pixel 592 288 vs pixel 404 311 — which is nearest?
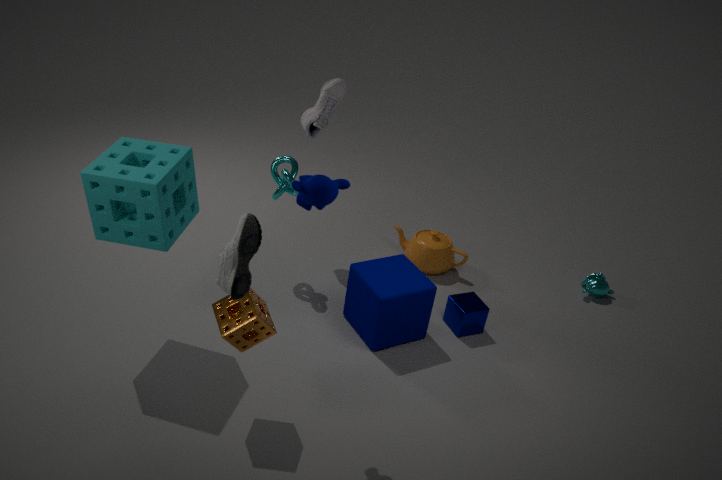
pixel 404 311
